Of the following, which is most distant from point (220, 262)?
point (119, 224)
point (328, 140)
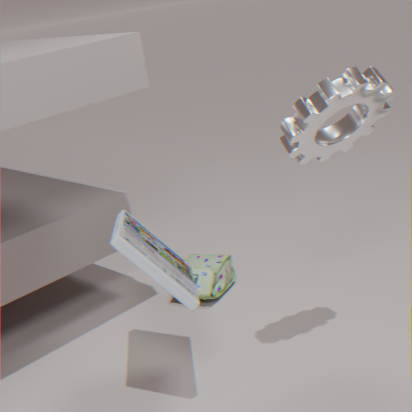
point (328, 140)
